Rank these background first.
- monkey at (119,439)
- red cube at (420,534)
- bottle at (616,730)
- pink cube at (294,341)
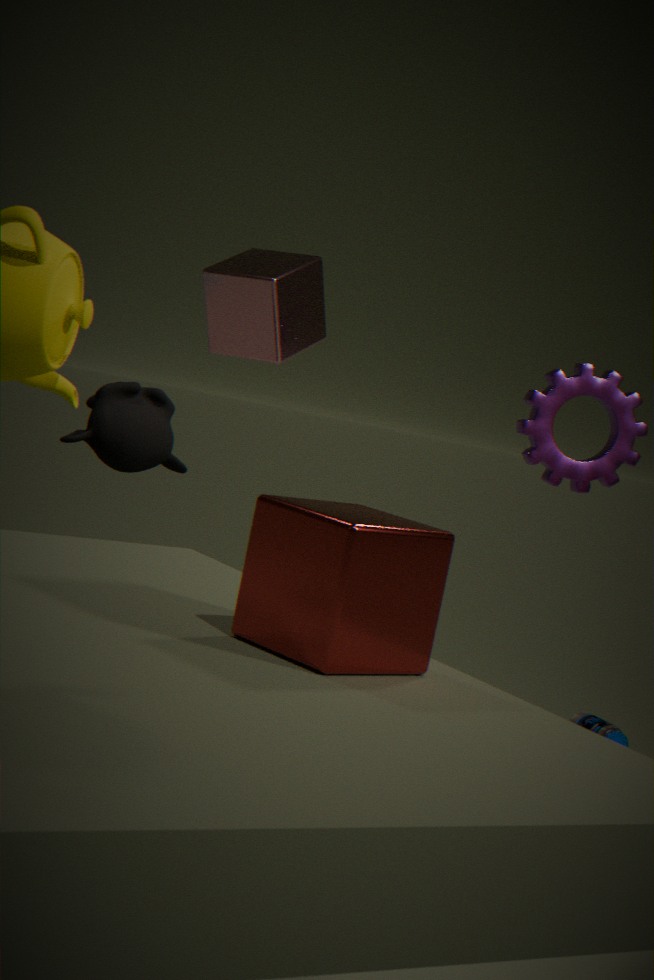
bottle at (616,730) → pink cube at (294,341) → monkey at (119,439) → red cube at (420,534)
